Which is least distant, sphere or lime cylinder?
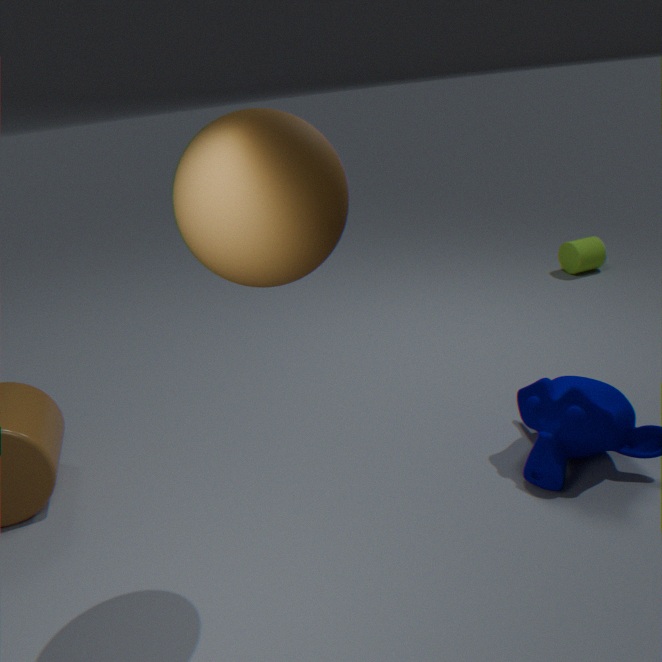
sphere
